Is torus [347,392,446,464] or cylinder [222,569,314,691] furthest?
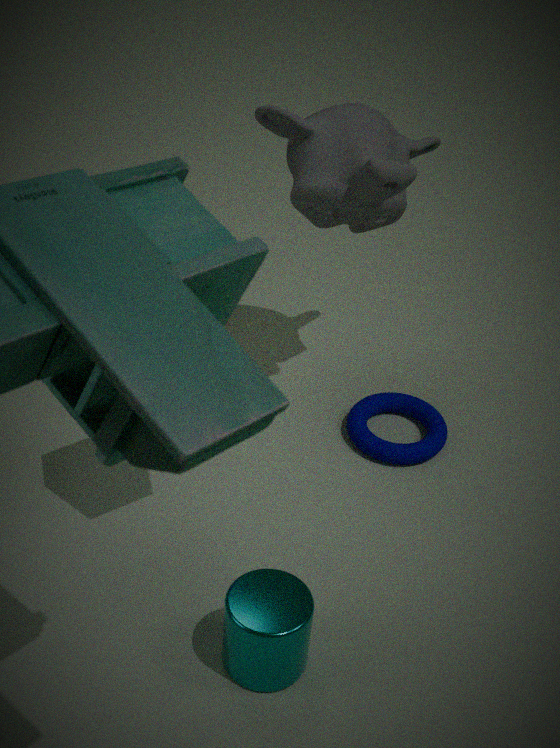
torus [347,392,446,464]
